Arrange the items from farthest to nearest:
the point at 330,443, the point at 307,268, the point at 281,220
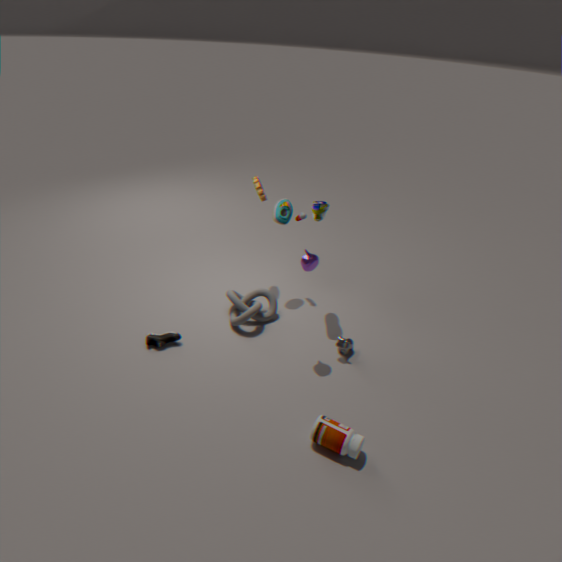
1. the point at 281,220
2. the point at 307,268
3. the point at 330,443
